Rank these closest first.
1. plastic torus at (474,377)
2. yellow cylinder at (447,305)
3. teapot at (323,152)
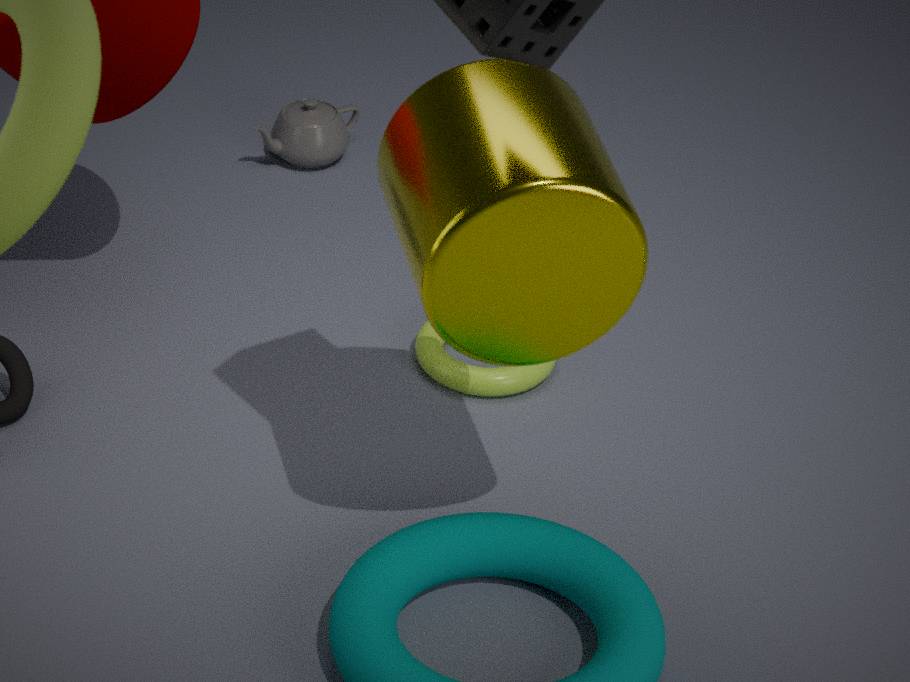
yellow cylinder at (447,305), plastic torus at (474,377), teapot at (323,152)
